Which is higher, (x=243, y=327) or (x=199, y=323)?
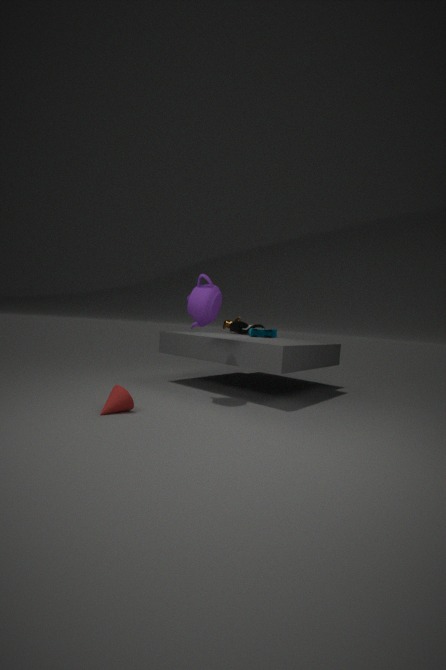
A: (x=199, y=323)
